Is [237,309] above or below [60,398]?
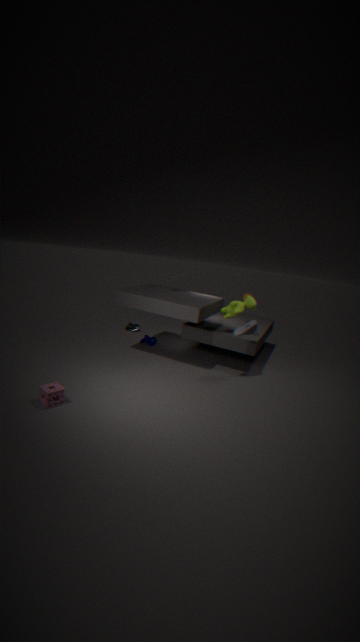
above
